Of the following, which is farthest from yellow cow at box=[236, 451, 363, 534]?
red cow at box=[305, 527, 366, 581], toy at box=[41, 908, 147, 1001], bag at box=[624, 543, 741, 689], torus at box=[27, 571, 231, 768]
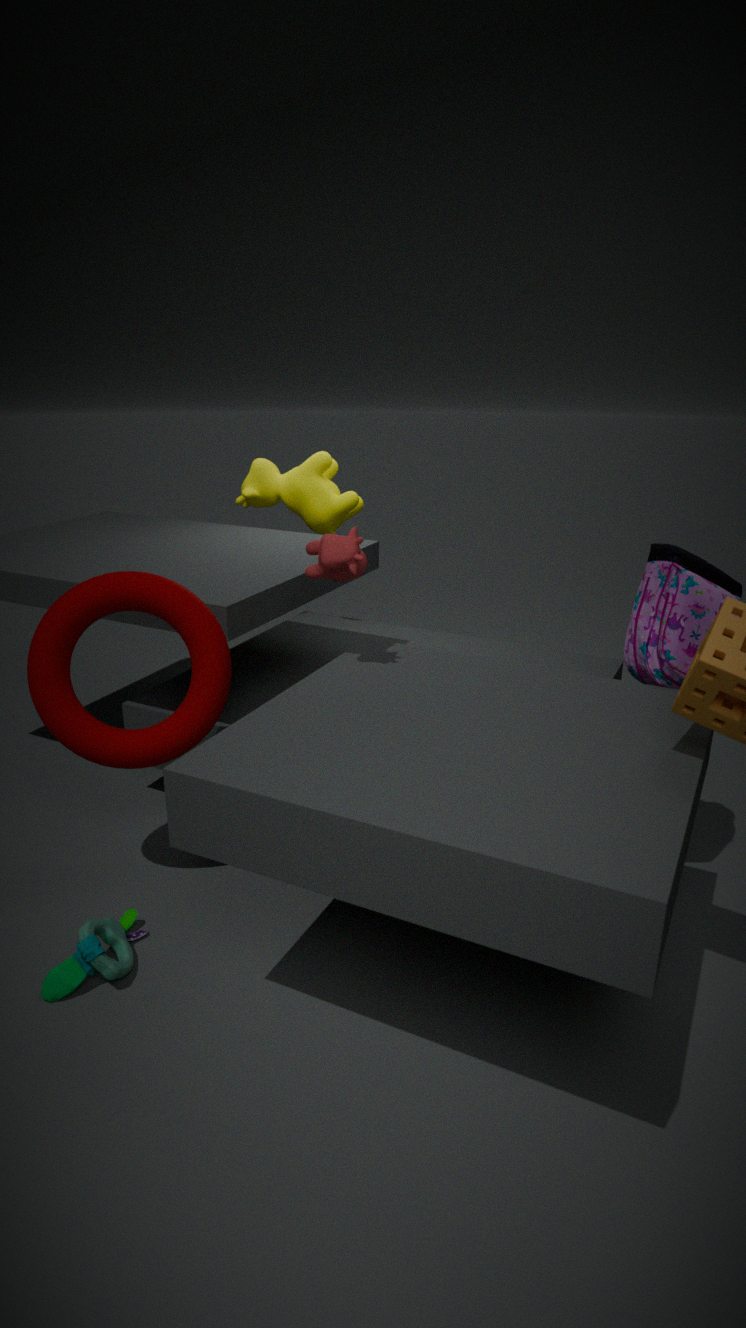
toy at box=[41, 908, 147, 1001]
